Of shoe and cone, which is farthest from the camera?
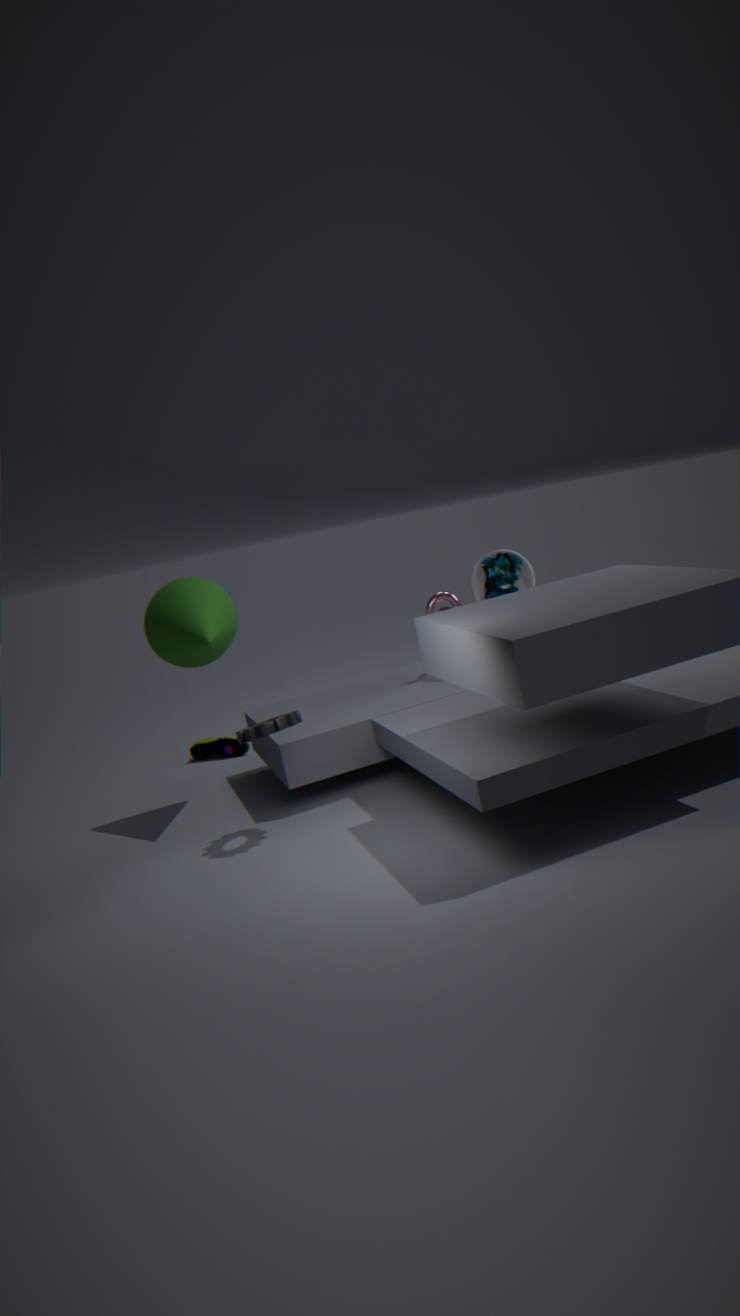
shoe
